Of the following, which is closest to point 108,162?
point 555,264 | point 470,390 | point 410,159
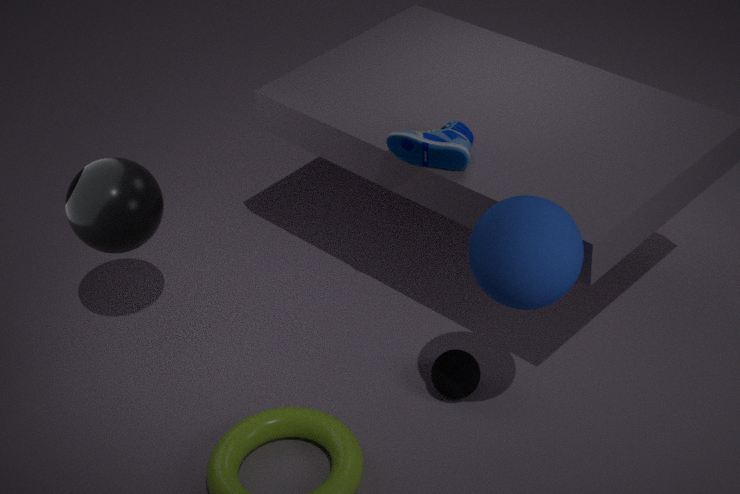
point 410,159
